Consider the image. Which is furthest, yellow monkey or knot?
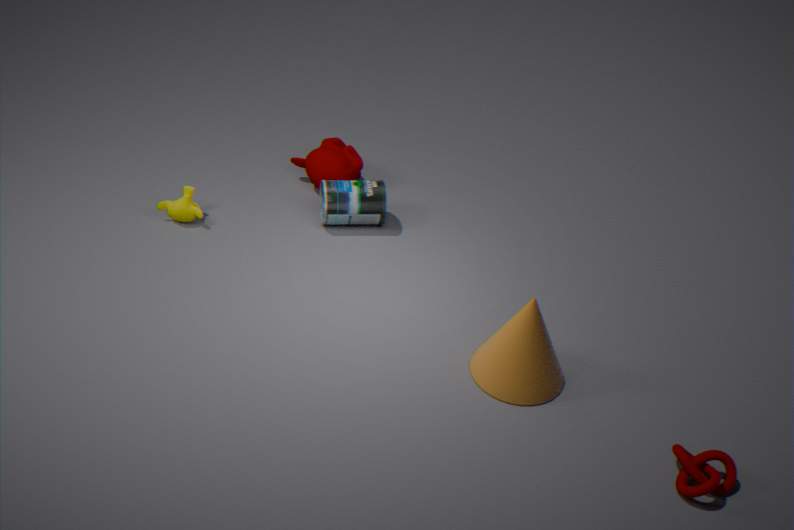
yellow monkey
